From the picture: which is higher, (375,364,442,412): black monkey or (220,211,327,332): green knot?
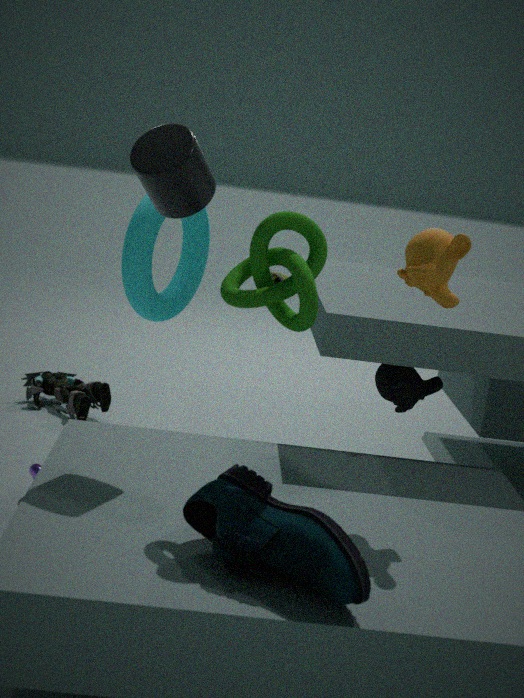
(220,211,327,332): green knot
